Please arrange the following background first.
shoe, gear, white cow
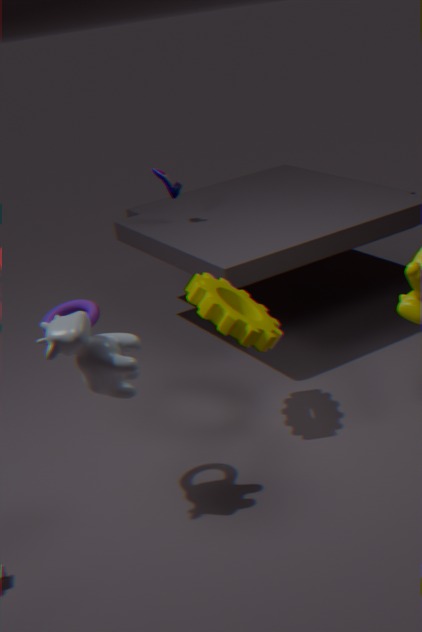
shoe, gear, white cow
